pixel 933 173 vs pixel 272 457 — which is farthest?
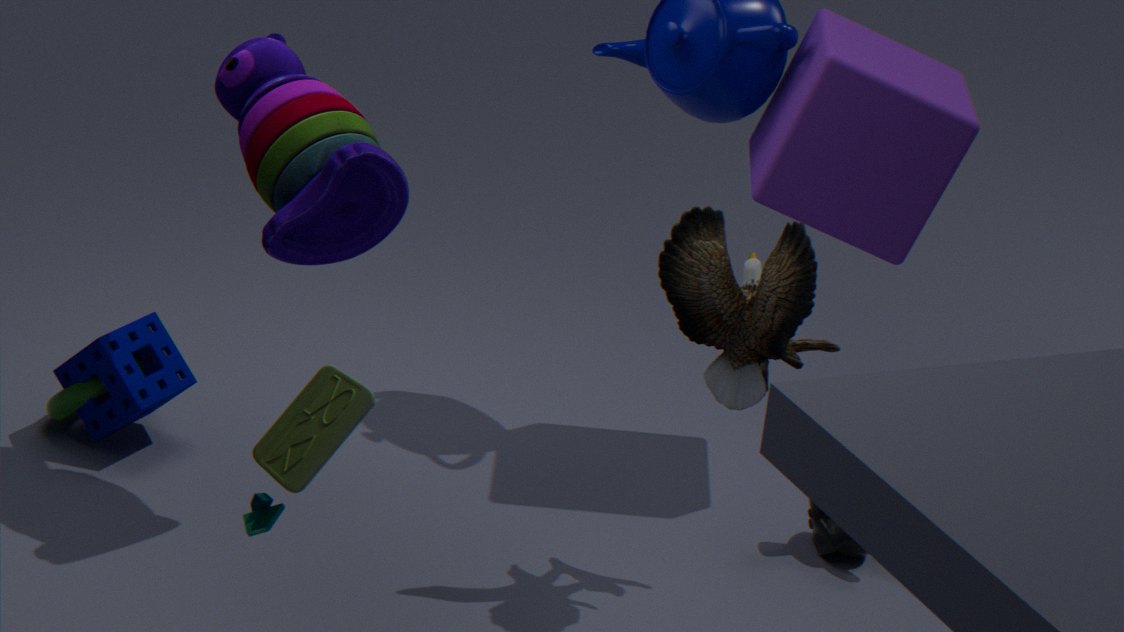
pixel 933 173
